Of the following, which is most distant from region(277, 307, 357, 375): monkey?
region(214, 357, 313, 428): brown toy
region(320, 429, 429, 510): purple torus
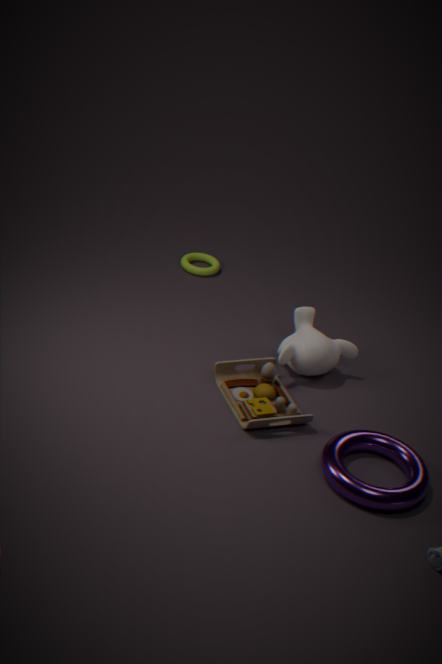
region(320, 429, 429, 510): purple torus
